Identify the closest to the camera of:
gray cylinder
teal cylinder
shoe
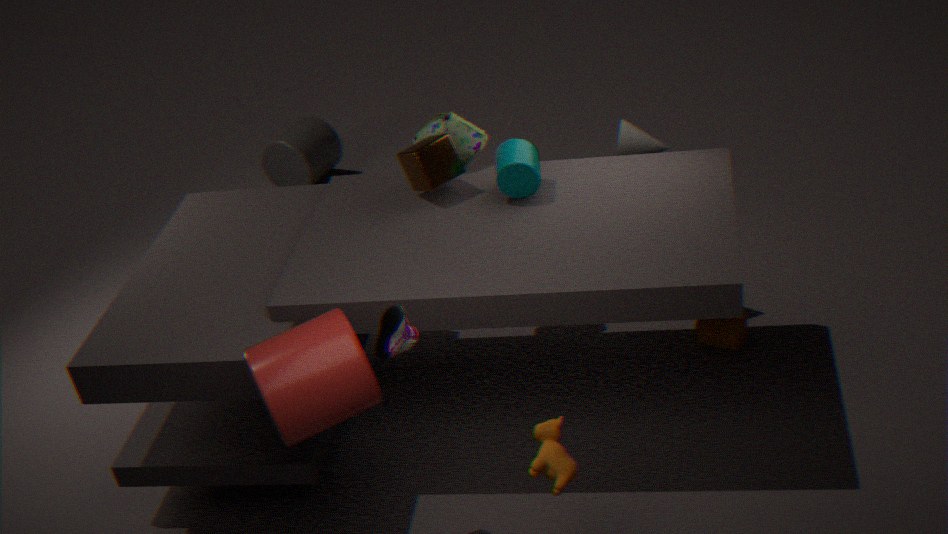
shoe
